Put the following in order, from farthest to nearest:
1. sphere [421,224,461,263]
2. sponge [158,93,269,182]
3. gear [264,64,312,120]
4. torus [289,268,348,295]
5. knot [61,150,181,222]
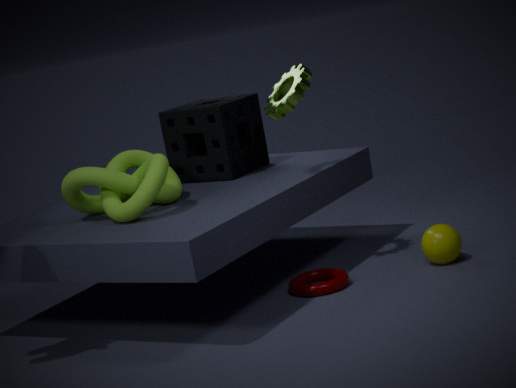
1. sponge [158,93,269,182]
2. sphere [421,224,461,263]
3. gear [264,64,312,120]
4. torus [289,268,348,295]
5. knot [61,150,181,222]
